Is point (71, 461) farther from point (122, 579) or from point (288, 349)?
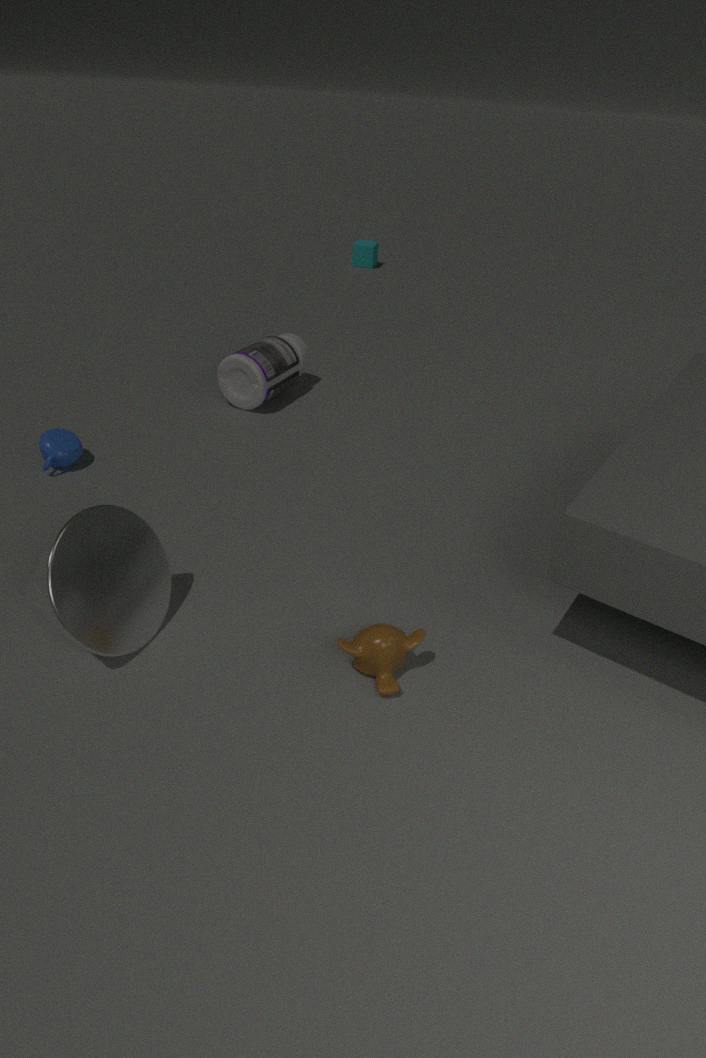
point (288, 349)
